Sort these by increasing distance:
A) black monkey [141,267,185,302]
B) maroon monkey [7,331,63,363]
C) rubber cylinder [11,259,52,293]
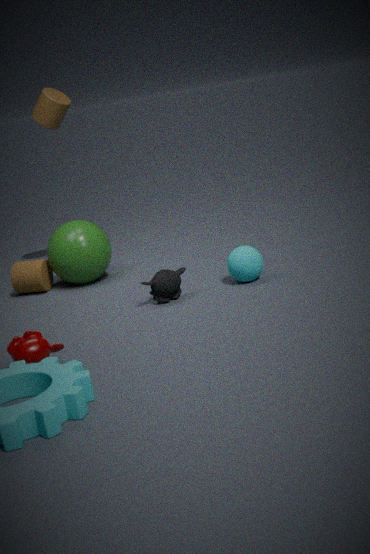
maroon monkey [7,331,63,363]
black monkey [141,267,185,302]
rubber cylinder [11,259,52,293]
